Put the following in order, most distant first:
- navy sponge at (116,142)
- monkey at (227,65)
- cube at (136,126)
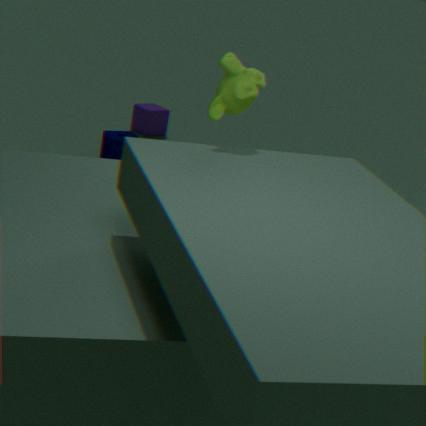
cube at (136,126), navy sponge at (116,142), monkey at (227,65)
